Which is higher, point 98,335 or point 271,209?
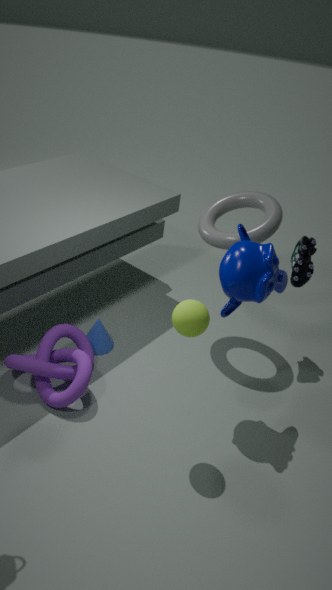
point 271,209
